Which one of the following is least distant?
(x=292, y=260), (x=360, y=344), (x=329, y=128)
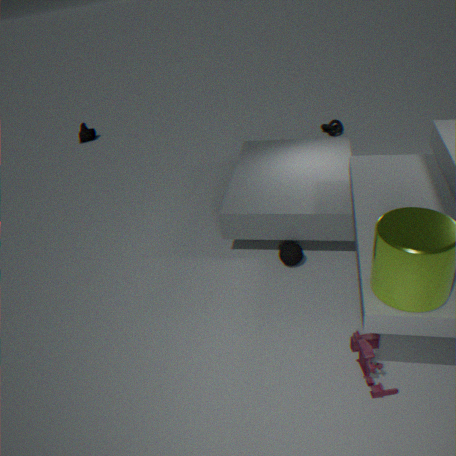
(x=360, y=344)
